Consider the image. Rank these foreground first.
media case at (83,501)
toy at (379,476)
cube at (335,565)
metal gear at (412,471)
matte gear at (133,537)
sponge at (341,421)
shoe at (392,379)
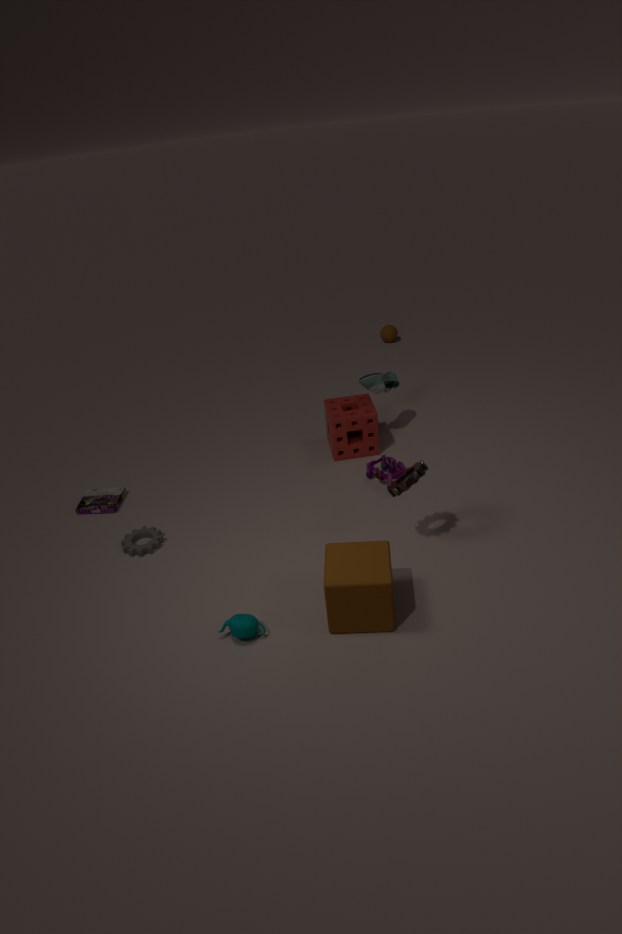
cube at (335,565) < metal gear at (412,471) < matte gear at (133,537) < toy at (379,476) < media case at (83,501) < shoe at (392,379) < sponge at (341,421)
